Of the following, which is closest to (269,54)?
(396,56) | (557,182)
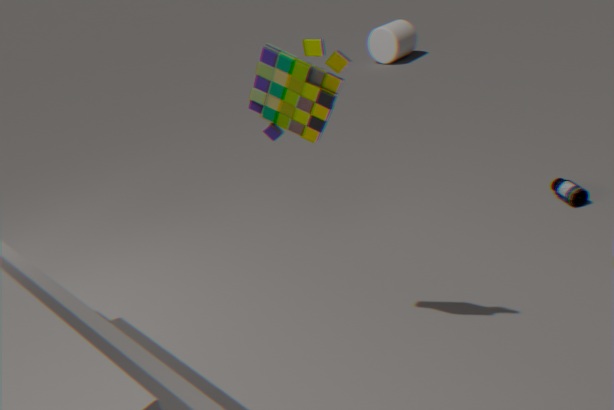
(557,182)
